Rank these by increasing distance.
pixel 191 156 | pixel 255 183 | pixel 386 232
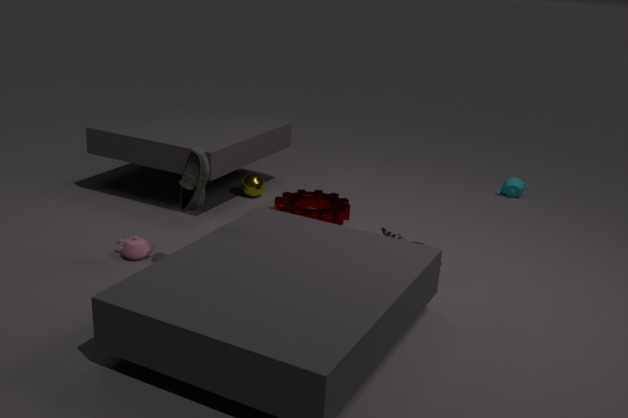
1. pixel 191 156
2. pixel 386 232
3. pixel 255 183
